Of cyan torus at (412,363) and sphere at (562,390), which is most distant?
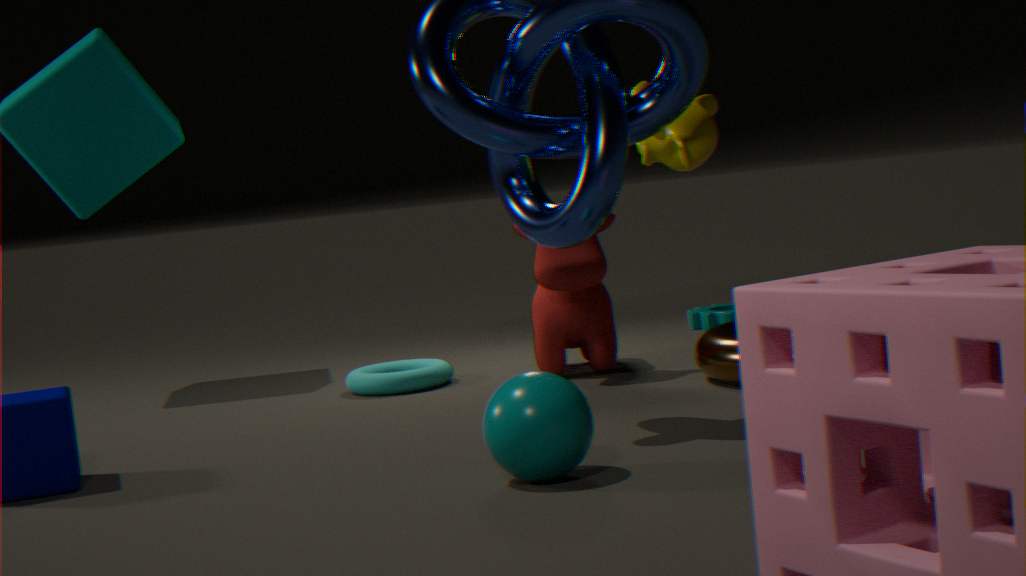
cyan torus at (412,363)
